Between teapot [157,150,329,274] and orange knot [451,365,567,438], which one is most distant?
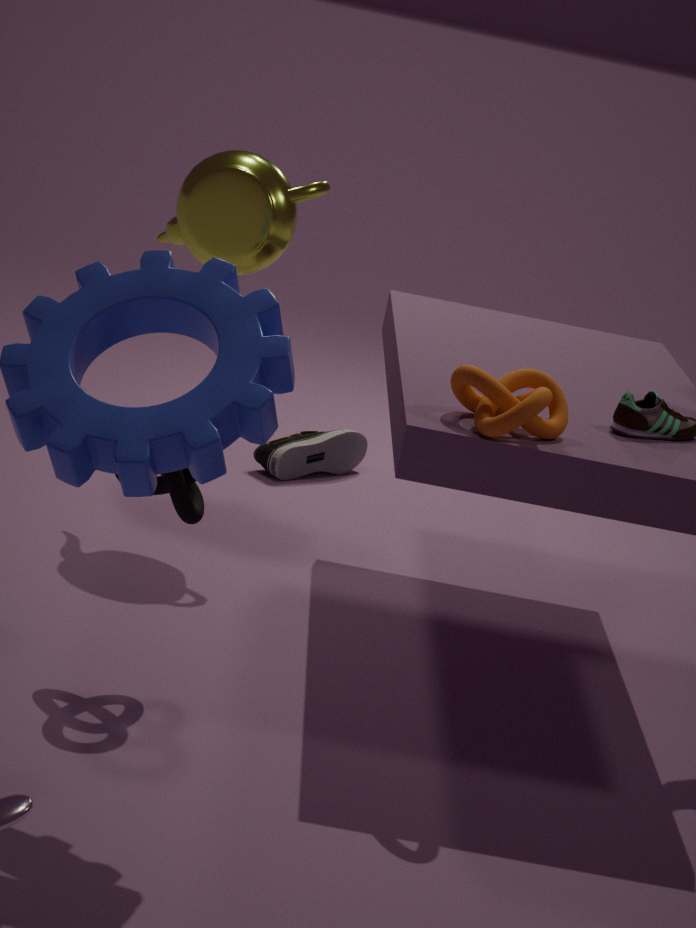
teapot [157,150,329,274]
